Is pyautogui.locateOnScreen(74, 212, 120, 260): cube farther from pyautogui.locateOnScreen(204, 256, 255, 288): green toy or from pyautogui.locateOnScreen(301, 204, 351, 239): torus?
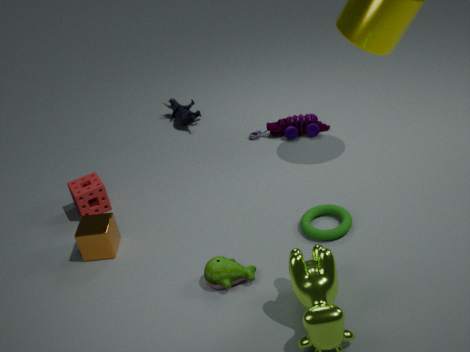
pyautogui.locateOnScreen(301, 204, 351, 239): torus
